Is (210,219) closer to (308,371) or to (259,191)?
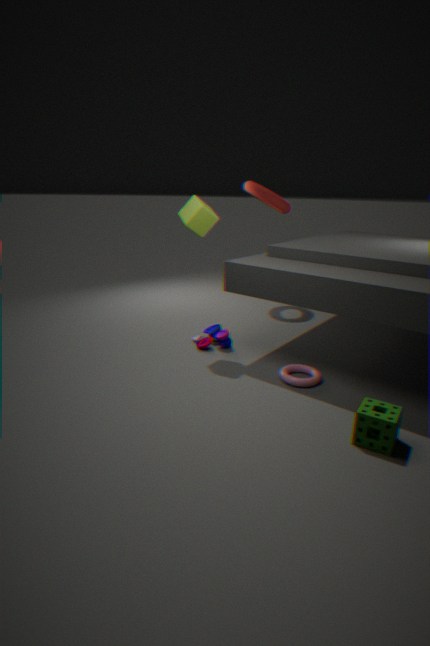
(308,371)
